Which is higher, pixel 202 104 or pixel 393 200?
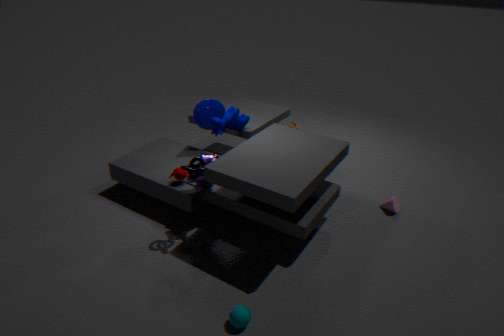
pixel 202 104
